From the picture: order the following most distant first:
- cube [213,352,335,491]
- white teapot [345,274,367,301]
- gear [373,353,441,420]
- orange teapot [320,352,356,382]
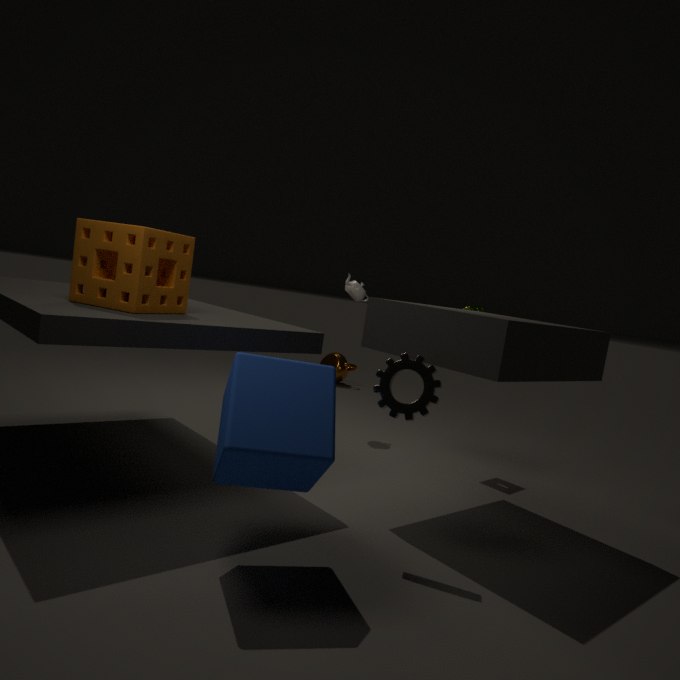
orange teapot [320,352,356,382] < white teapot [345,274,367,301] < gear [373,353,441,420] < cube [213,352,335,491]
